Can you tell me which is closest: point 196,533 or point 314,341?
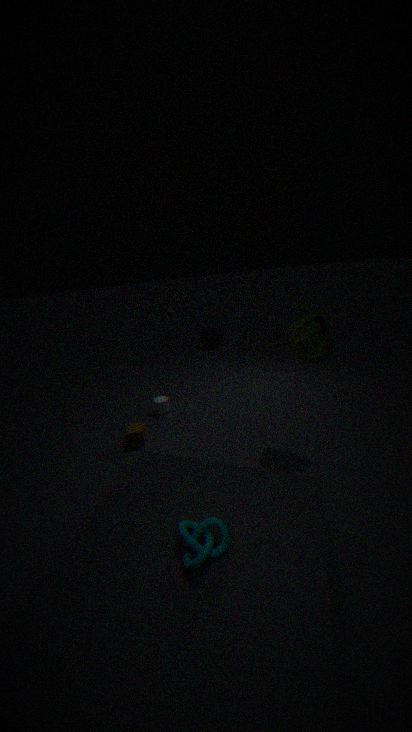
point 196,533
